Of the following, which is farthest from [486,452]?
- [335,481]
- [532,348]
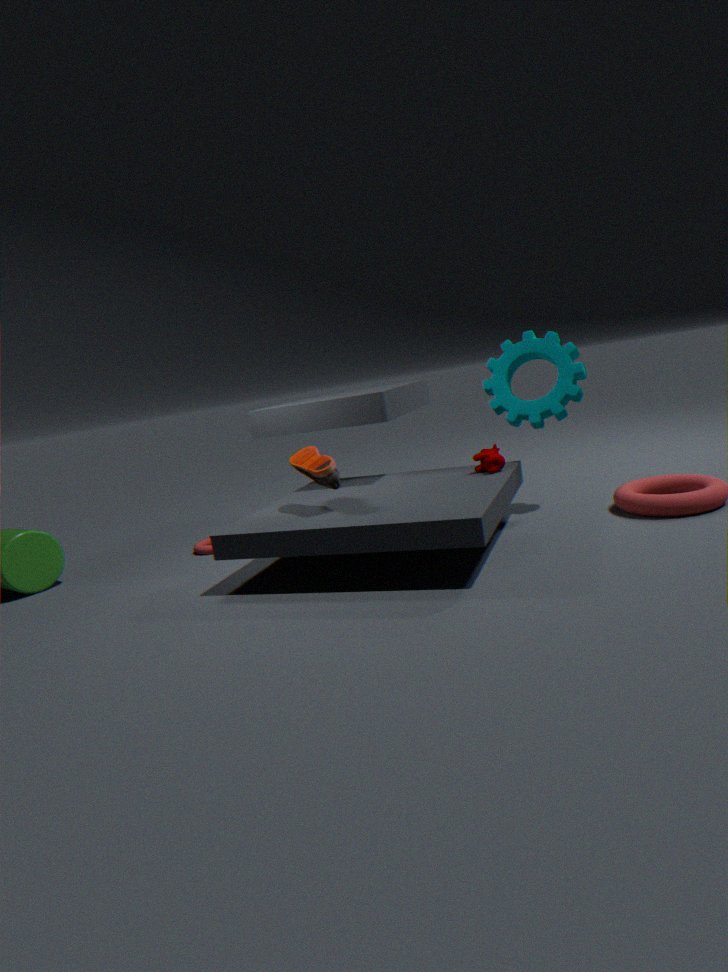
[335,481]
